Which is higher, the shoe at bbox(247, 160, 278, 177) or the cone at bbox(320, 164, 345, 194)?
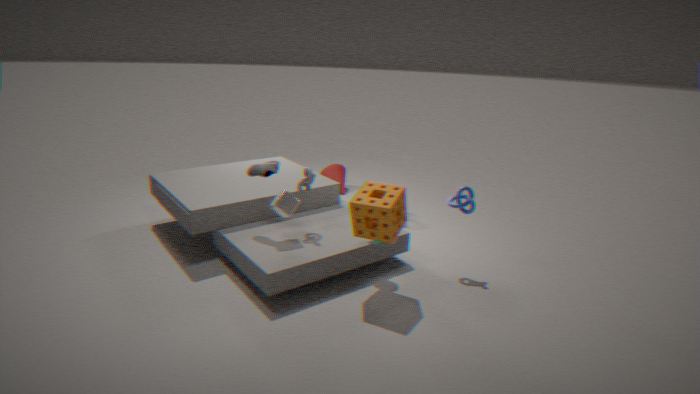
the shoe at bbox(247, 160, 278, 177)
